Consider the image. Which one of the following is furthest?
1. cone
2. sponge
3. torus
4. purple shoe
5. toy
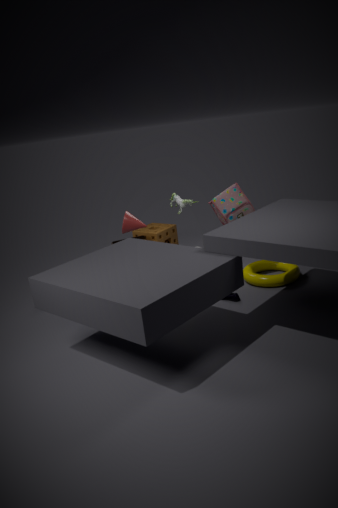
sponge
